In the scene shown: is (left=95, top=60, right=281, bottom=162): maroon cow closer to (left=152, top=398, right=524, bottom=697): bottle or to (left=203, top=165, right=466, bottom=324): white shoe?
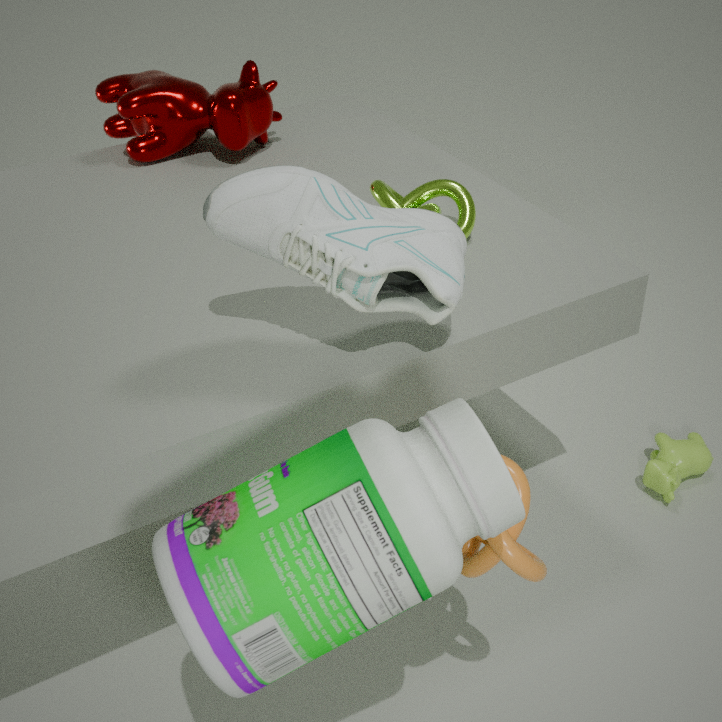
(left=203, top=165, right=466, bottom=324): white shoe
